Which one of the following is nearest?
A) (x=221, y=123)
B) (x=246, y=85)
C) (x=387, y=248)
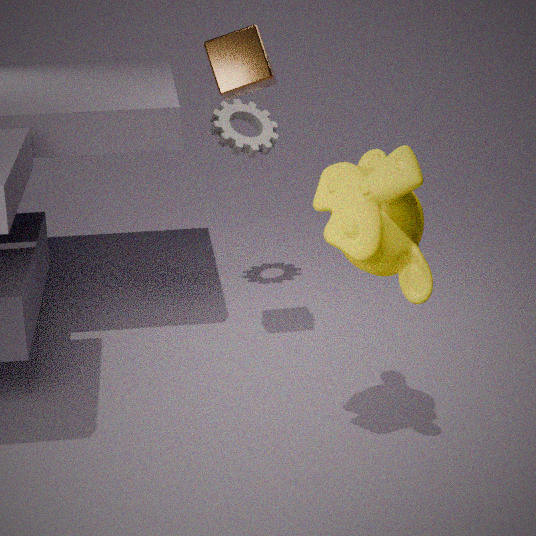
(x=387, y=248)
